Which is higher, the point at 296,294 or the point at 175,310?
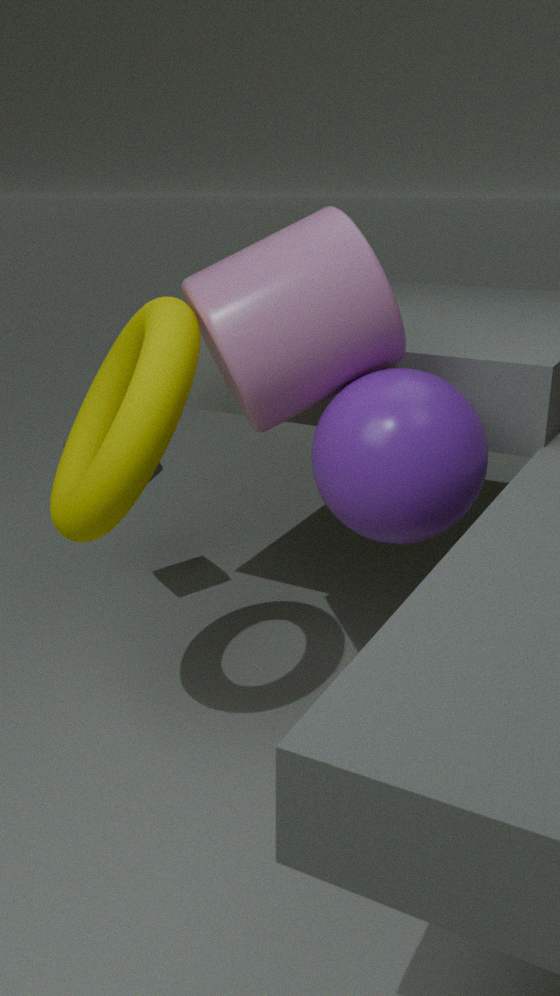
the point at 296,294
